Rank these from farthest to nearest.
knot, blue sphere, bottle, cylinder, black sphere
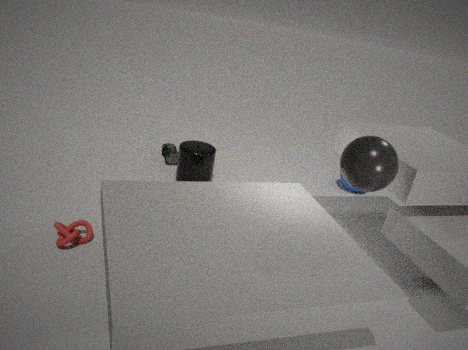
blue sphere → bottle → cylinder → knot → black sphere
